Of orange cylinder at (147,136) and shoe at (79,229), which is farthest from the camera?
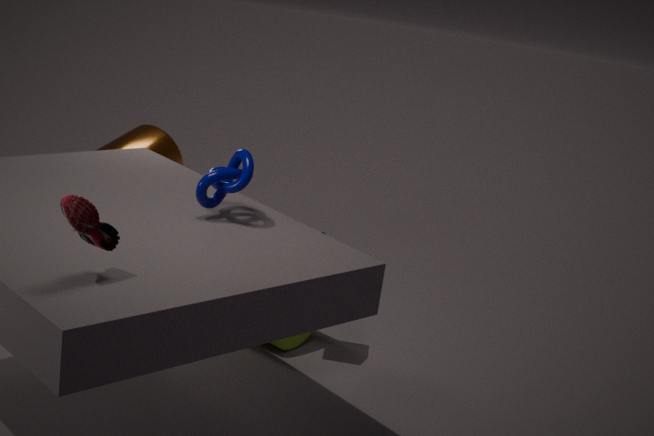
orange cylinder at (147,136)
